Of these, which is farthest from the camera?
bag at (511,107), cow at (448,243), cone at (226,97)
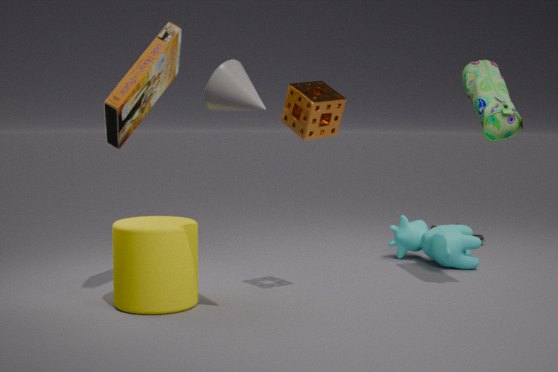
cow at (448,243)
